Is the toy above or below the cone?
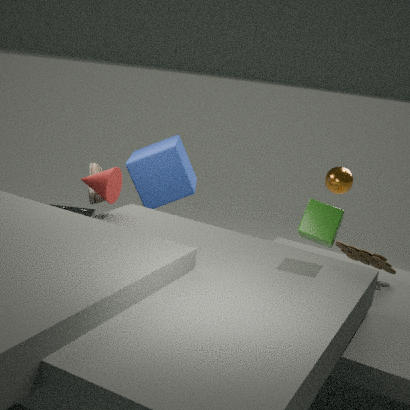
below
